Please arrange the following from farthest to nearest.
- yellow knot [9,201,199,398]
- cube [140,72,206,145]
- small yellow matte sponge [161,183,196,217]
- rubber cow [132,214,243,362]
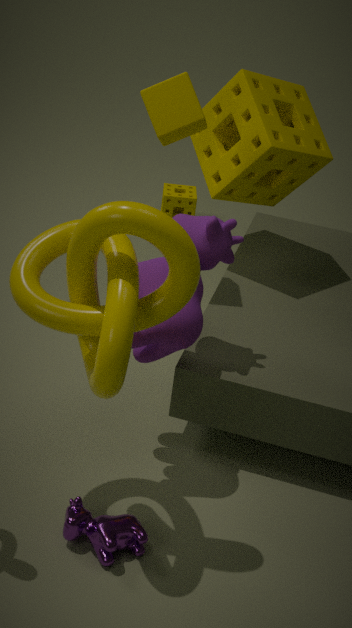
small yellow matte sponge [161,183,196,217] → cube [140,72,206,145] → rubber cow [132,214,243,362] → yellow knot [9,201,199,398]
